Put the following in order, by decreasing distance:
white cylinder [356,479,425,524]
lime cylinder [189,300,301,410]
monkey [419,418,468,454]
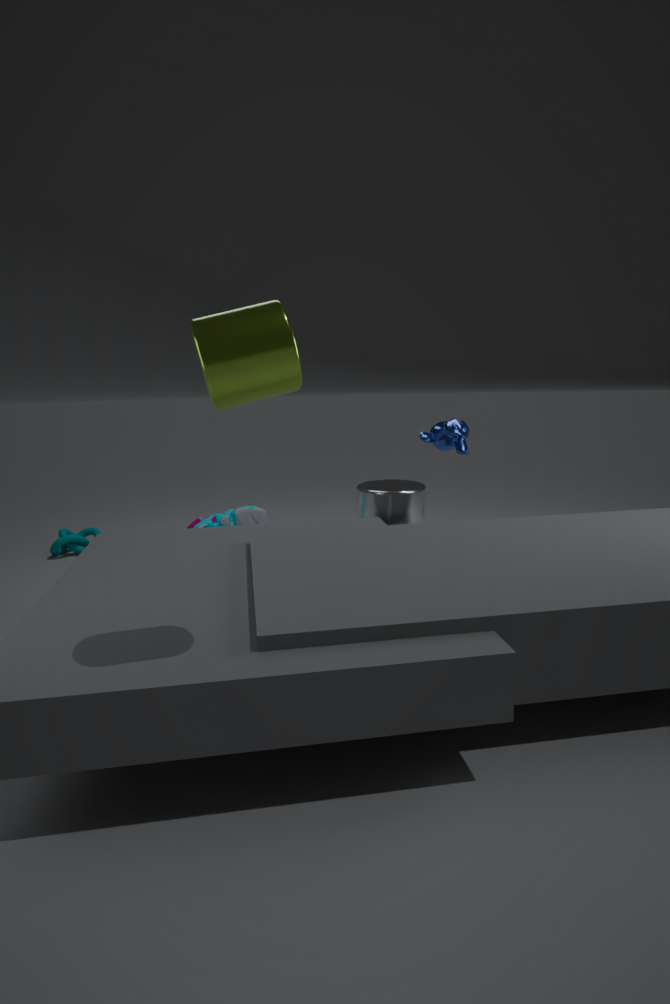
white cylinder [356,479,425,524], monkey [419,418,468,454], lime cylinder [189,300,301,410]
